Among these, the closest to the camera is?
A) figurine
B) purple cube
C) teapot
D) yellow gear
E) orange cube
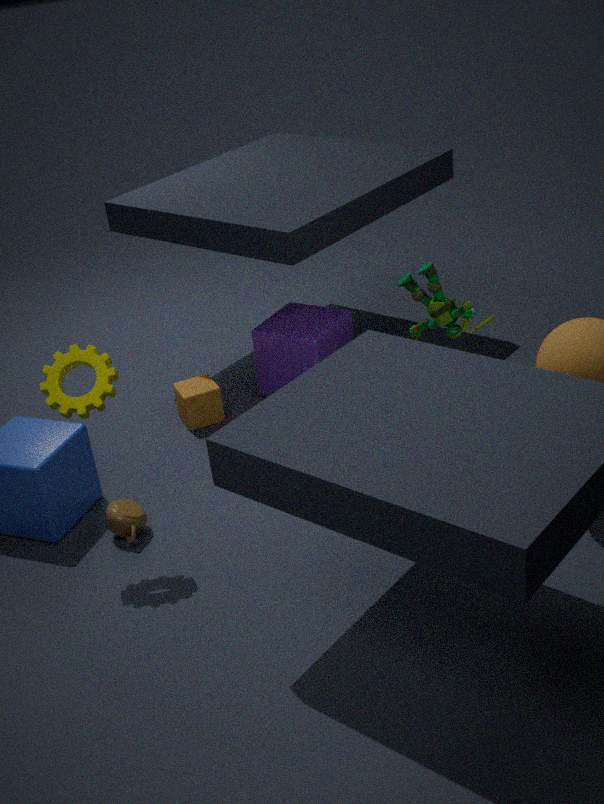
yellow gear
